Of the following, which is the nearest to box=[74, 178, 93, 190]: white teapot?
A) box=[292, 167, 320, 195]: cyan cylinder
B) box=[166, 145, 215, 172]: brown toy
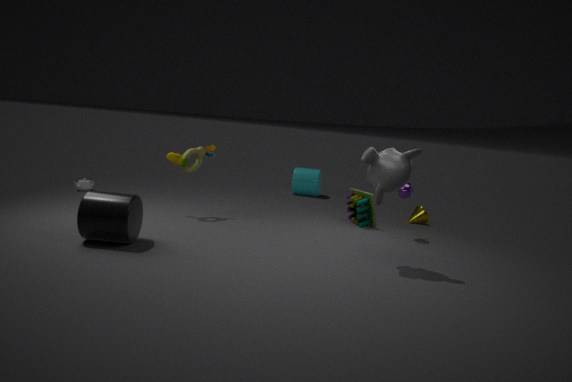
box=[166, 145, 215, 172]: brown toy
